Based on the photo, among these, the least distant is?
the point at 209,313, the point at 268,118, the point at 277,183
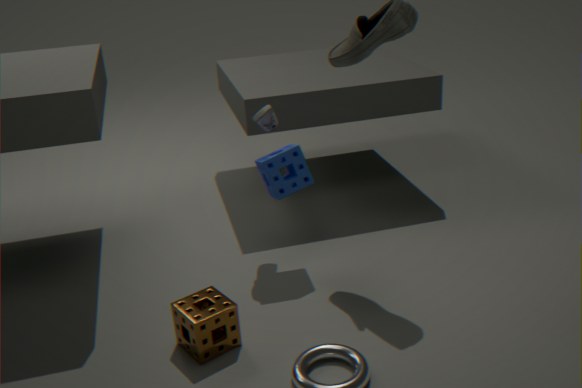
the point at 209,313
